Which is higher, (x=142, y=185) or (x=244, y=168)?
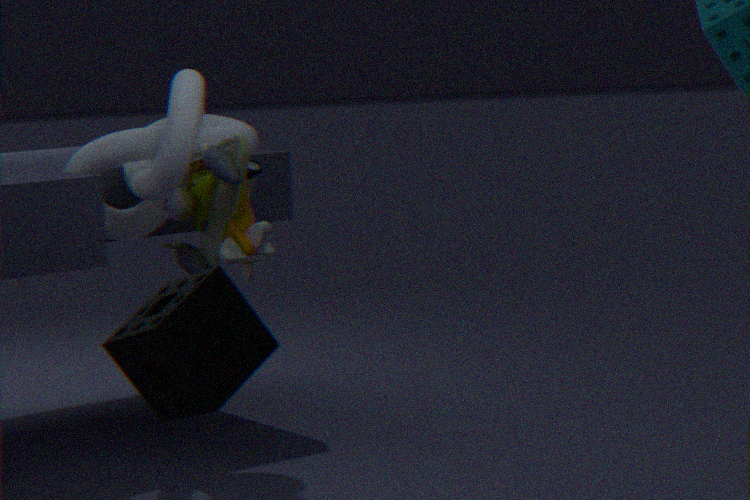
(x=142, y=185)
